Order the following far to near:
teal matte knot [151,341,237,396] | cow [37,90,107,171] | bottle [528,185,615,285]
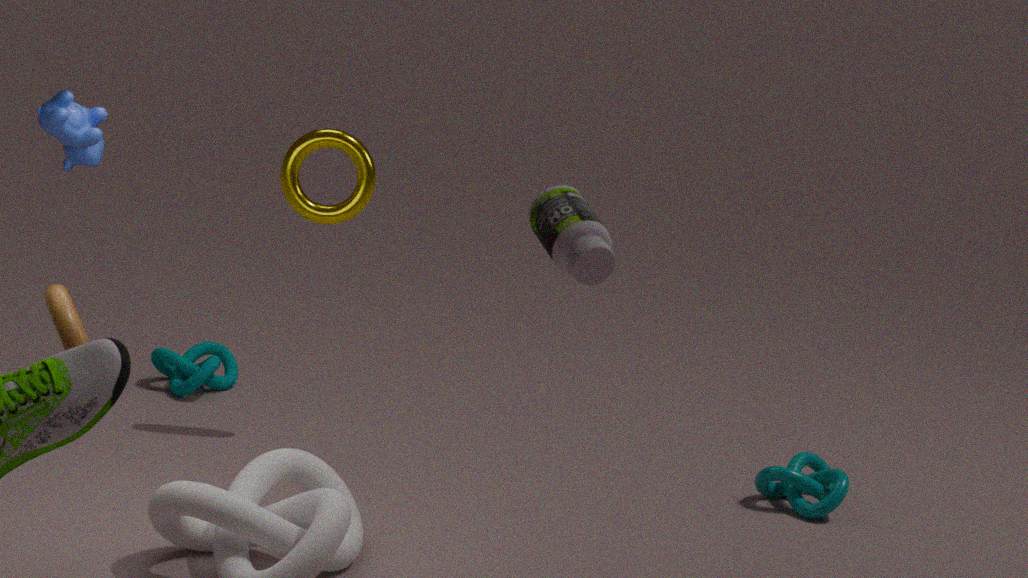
teal matte knot [151,341,237,396] → cow [37,90,107,171] → bottle [528,185,615,285]
